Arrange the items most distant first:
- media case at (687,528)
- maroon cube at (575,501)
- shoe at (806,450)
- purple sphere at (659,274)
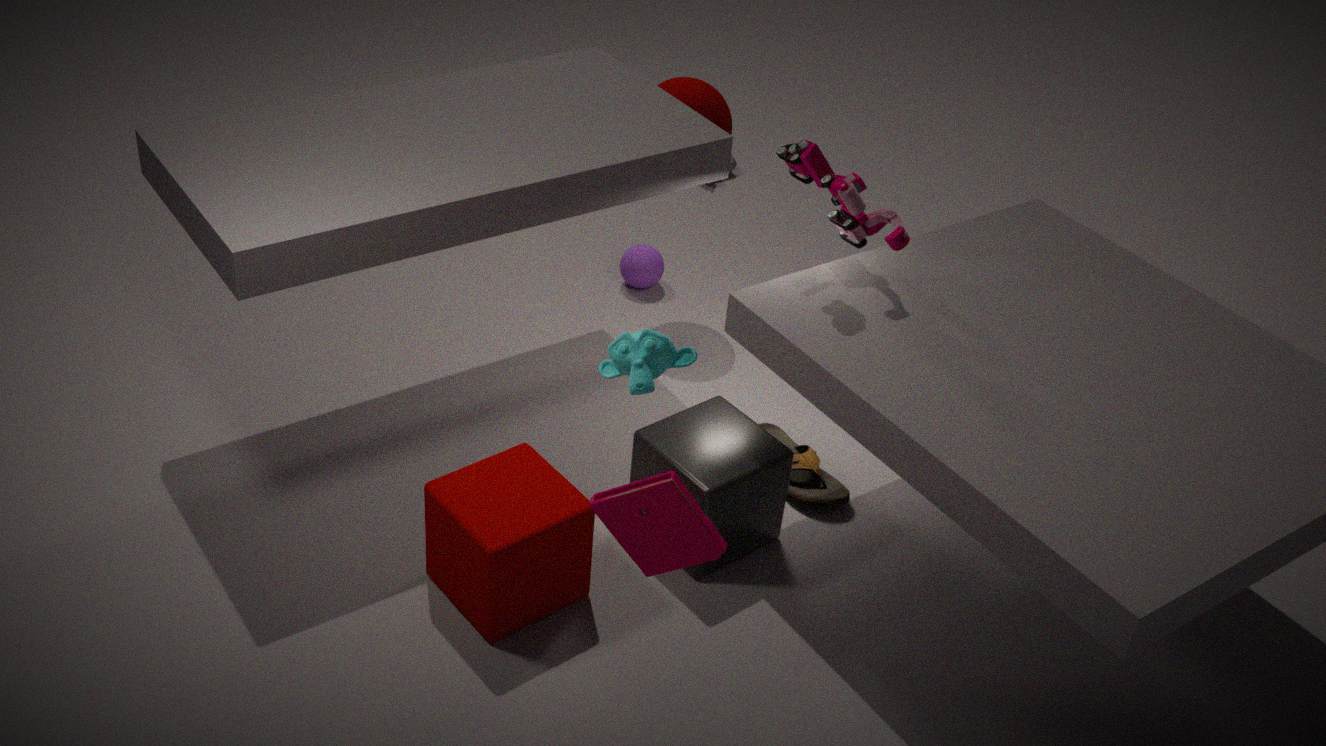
purple sphere at (659,274), shoe at (806,450), maroon cube at (575,501), media case at (687,528)
